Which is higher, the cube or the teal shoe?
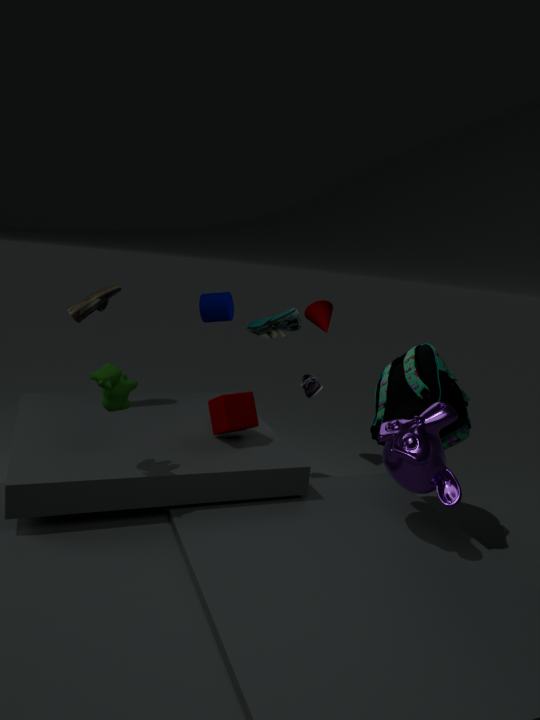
the teal shoe
